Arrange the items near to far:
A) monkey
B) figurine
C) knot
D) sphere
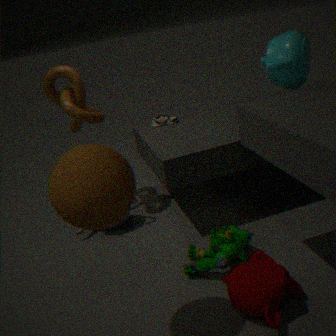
sphere < monkey < figurine < knot
